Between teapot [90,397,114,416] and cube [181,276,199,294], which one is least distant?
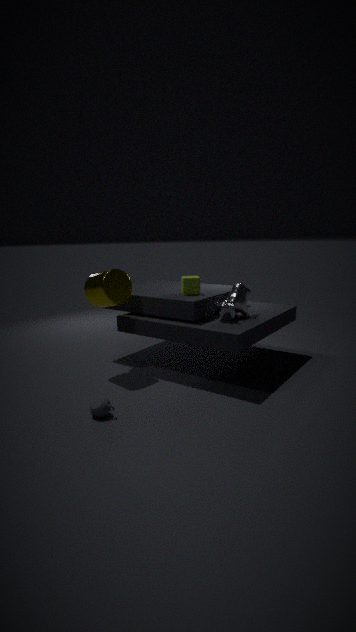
teapot [90,397,114,416]
